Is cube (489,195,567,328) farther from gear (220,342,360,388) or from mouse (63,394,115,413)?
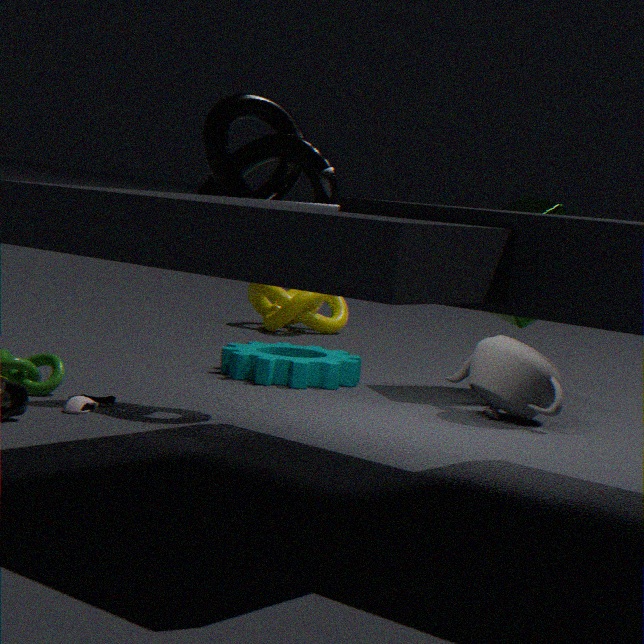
mouse (63,394,115,413)
